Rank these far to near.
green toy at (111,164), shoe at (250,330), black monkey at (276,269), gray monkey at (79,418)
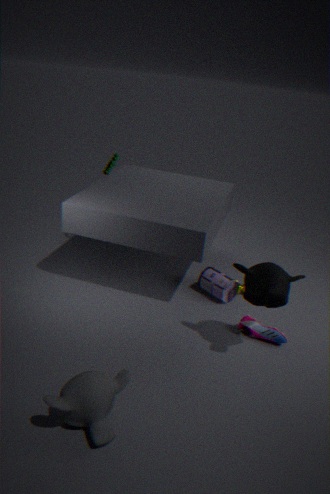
green toy at (111,164) → shoe at (250,330) → black monkey at (276,269) → gray monkey at (79,418)
